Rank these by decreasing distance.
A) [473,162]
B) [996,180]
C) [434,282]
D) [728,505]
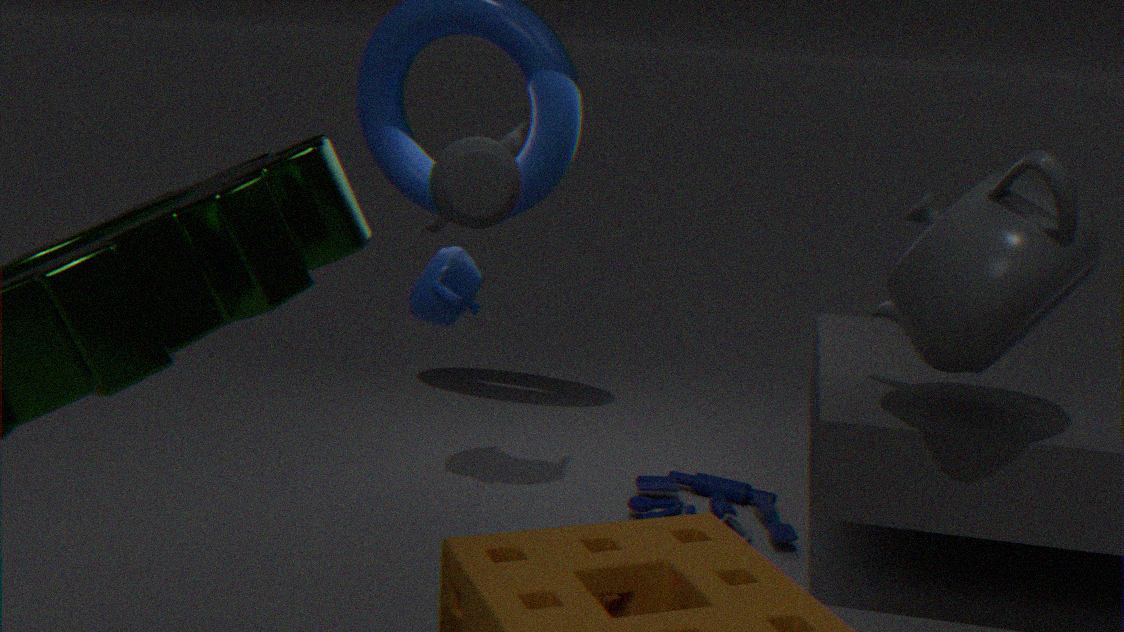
1. [728,505]
2. [434,282]
3. [473,162]
4. [996,180]
